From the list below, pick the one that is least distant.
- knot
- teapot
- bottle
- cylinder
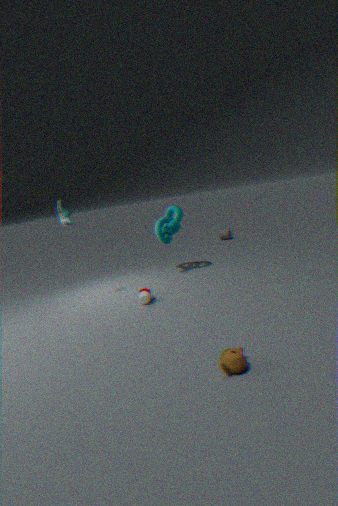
teapot
